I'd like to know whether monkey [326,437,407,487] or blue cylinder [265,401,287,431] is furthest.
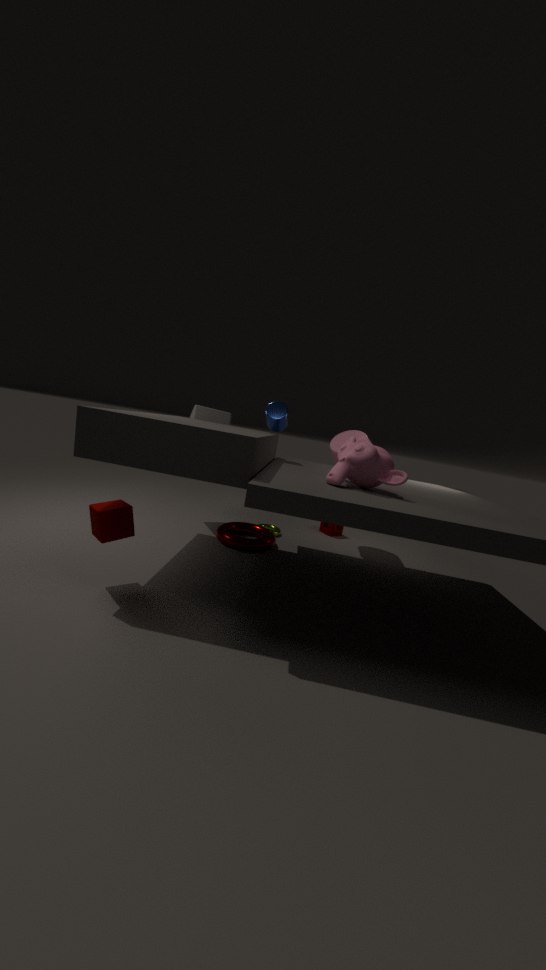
blue cylinder [265,401,287,431]
